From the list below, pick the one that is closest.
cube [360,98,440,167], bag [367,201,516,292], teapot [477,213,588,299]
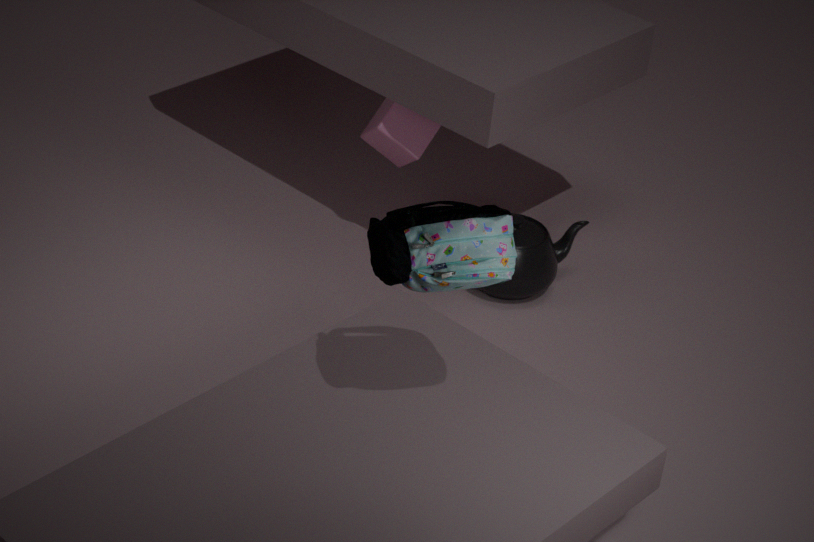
bag [367,201,516,292]
